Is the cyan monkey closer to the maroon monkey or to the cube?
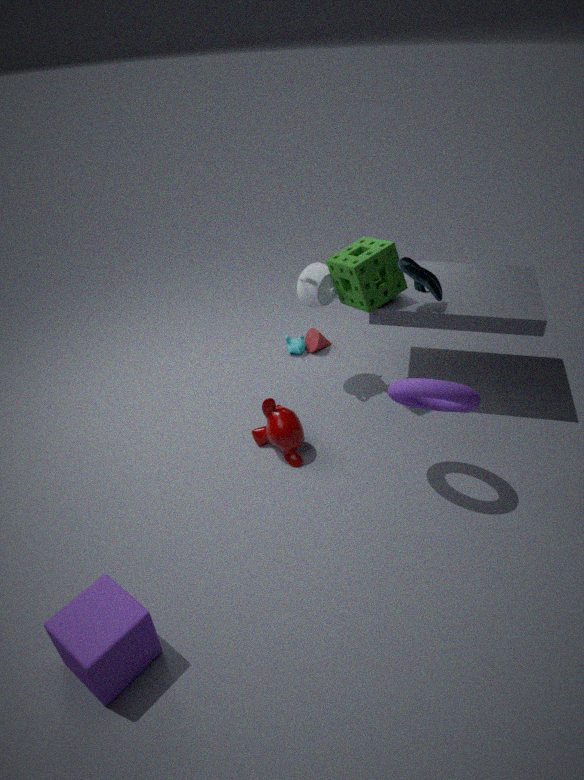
the maroon monkey
